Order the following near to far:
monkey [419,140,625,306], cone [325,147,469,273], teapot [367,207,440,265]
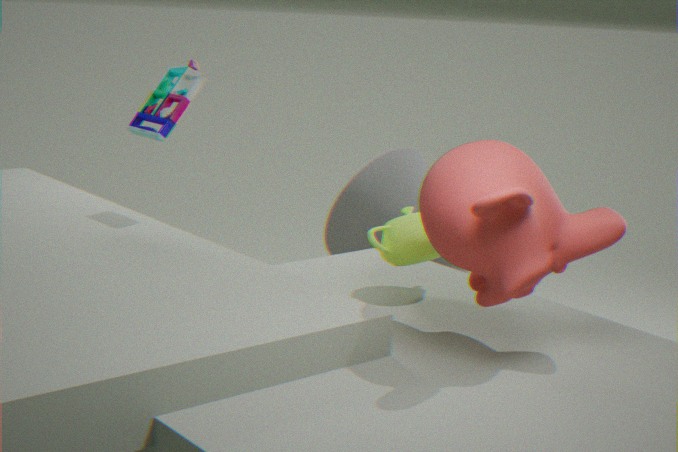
1. monkey [419,140,625,306]
2. teapot [367,207,440,265]
3. cone [325,147,469,273]
